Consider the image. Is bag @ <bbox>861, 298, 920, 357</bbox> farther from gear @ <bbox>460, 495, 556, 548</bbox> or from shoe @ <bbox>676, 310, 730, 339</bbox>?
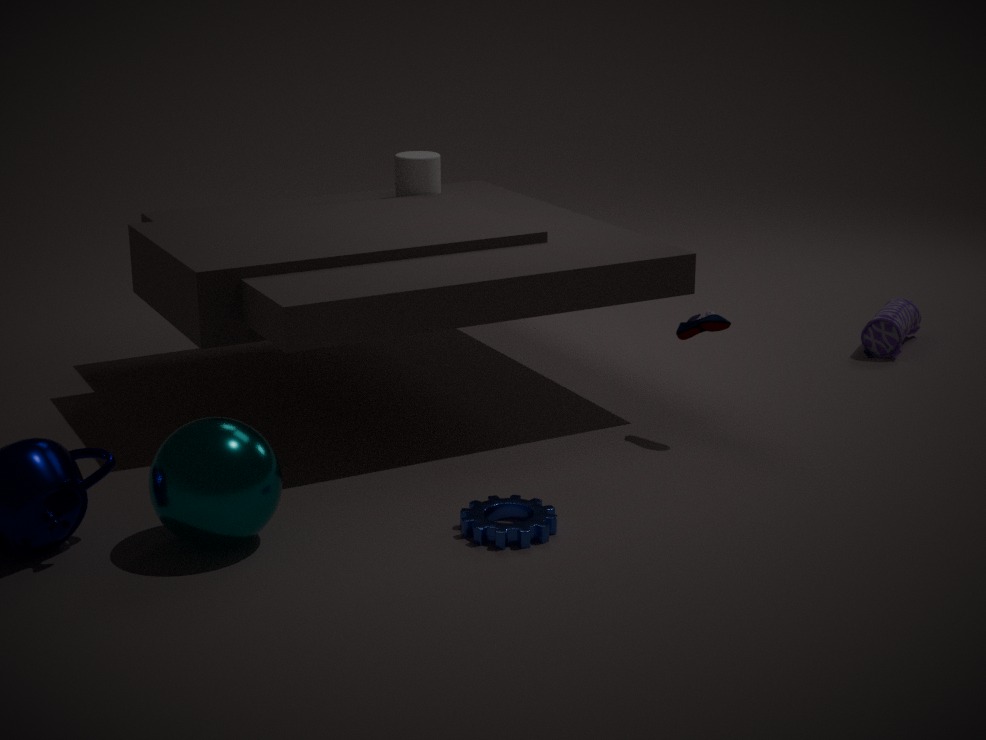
gear @ <bbox>460, 495, 556, 548</bbox>
